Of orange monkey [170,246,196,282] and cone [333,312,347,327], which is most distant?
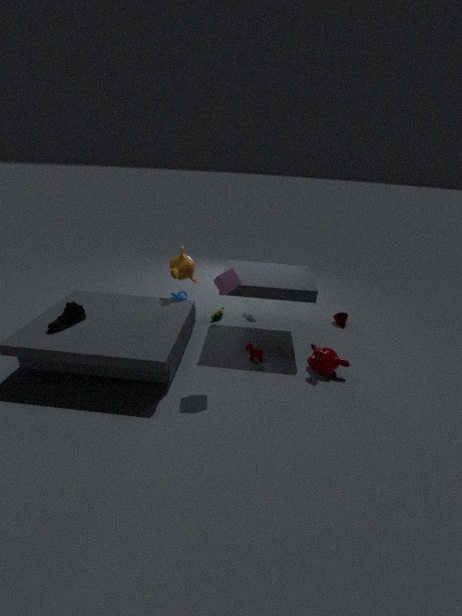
cone [333,312,347,327]
